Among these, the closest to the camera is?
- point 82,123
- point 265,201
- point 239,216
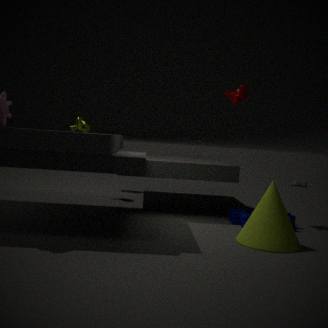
point 265,201
